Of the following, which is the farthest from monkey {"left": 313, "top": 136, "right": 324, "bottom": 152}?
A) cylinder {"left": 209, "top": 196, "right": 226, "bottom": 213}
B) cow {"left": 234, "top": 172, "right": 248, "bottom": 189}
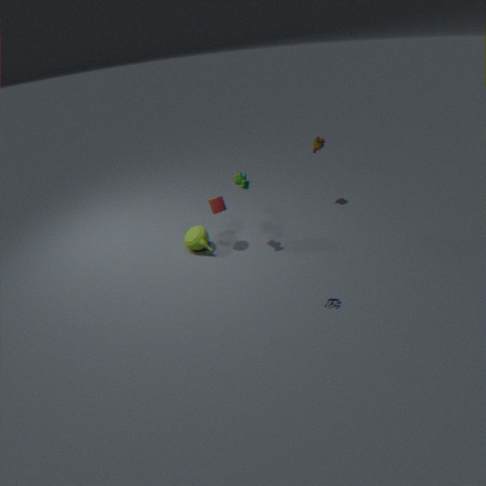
cylinder {"left": 209, "top": 196, "right": 226, "bottom": 213}
